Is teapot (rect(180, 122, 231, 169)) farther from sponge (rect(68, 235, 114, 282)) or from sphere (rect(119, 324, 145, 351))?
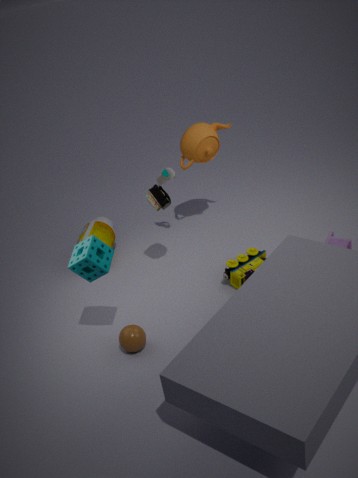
sphere (rect(119, 324, 145, 351))
